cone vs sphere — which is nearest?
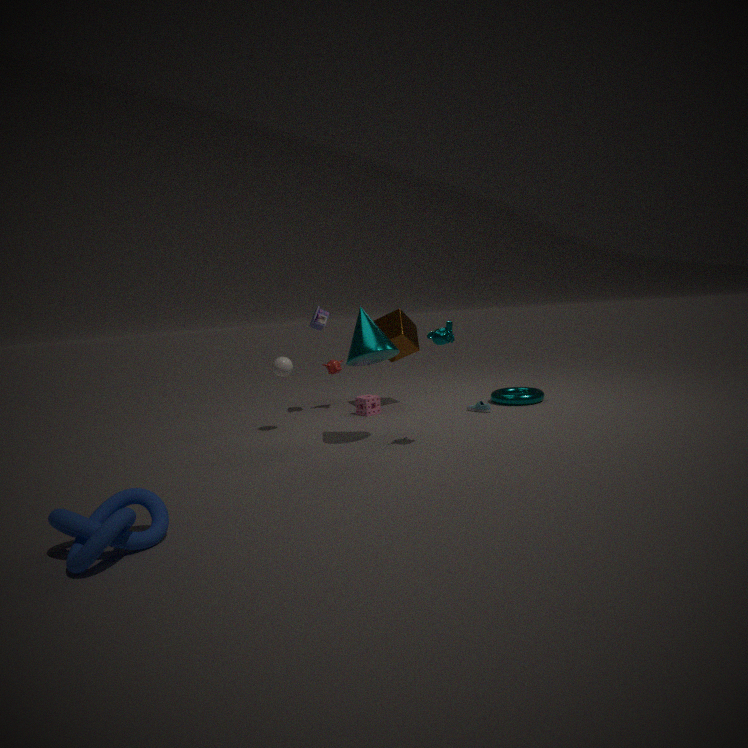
cone
